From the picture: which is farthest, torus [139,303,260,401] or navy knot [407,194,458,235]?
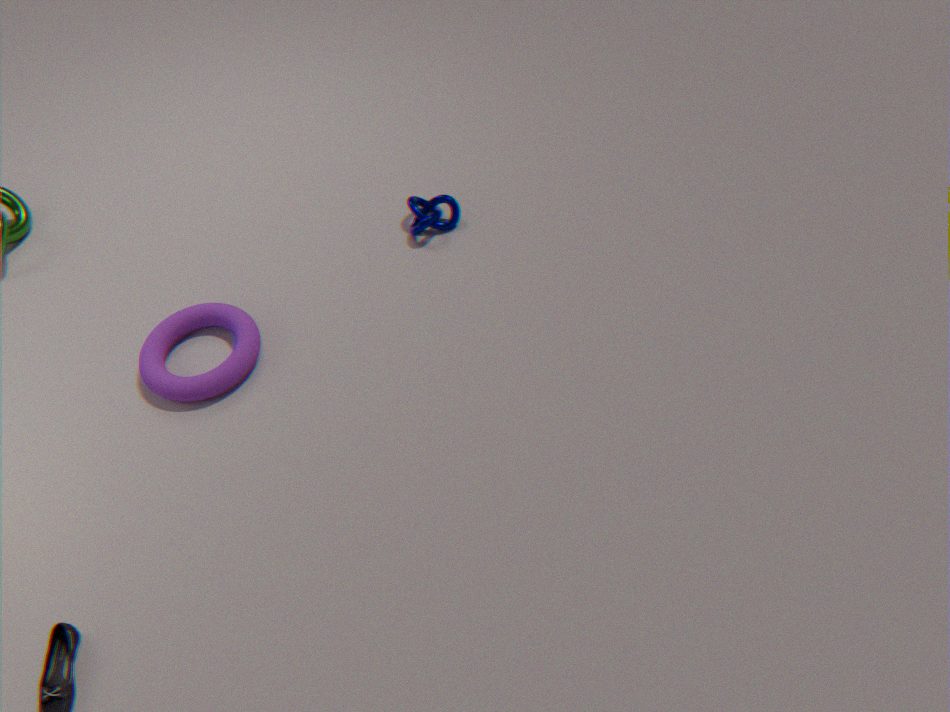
navy knot [407,194,458,235]
